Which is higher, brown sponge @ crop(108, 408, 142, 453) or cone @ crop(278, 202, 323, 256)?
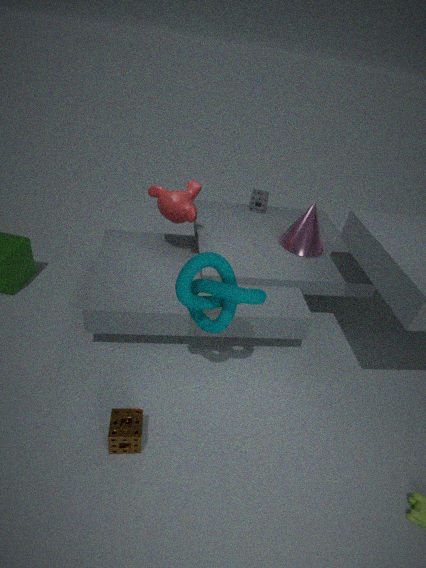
cone @ crop(278, 202, 323, 256)
